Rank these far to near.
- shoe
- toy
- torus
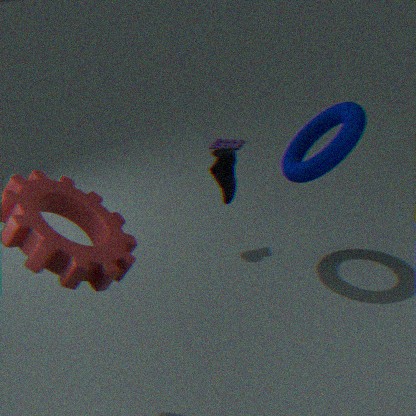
1. toy
2. shoe
3. torus
